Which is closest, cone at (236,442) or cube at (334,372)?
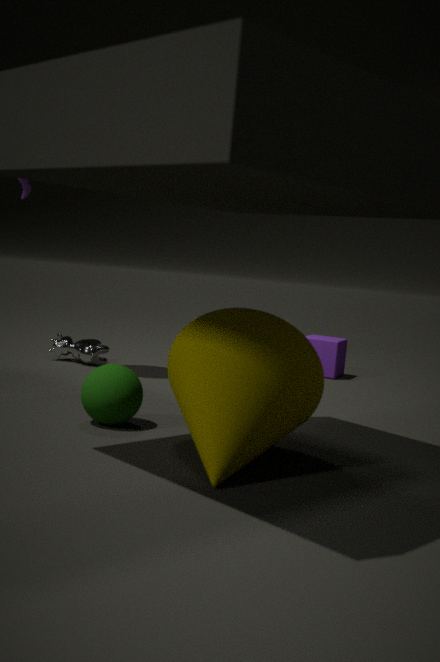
cone at (236,442)
